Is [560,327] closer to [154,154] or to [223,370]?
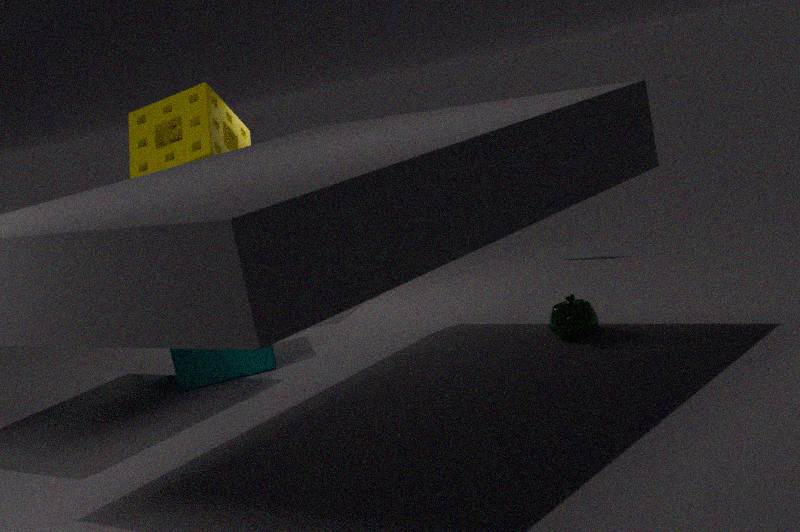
[223,370]
